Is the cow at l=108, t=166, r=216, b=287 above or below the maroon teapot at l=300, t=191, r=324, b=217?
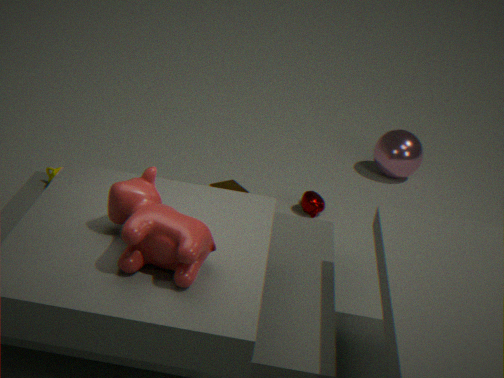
above
